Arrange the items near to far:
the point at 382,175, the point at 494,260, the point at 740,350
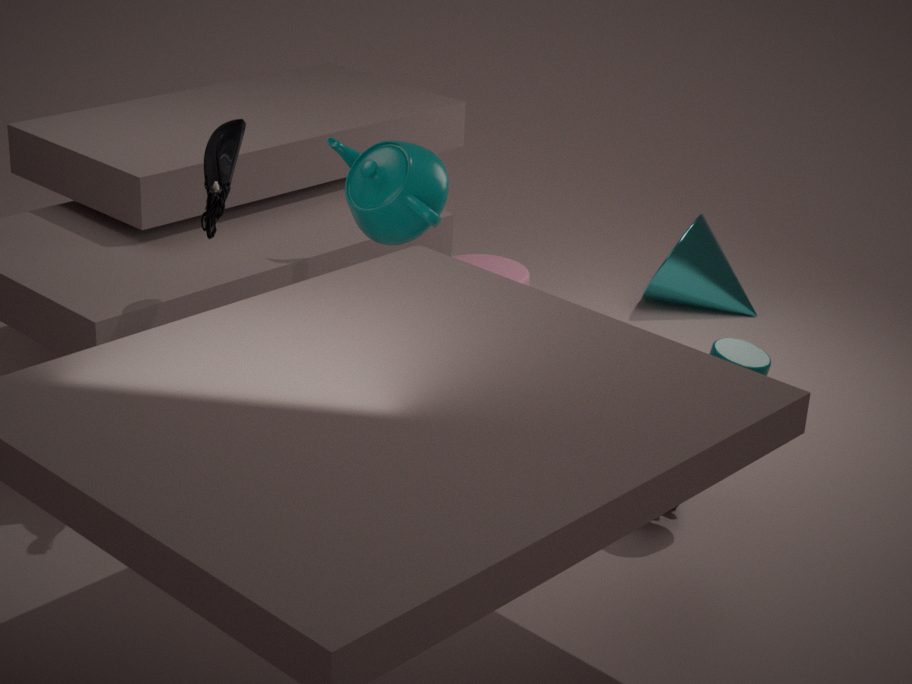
the point at 740,350, the point at 382,175, the point at 494,260
